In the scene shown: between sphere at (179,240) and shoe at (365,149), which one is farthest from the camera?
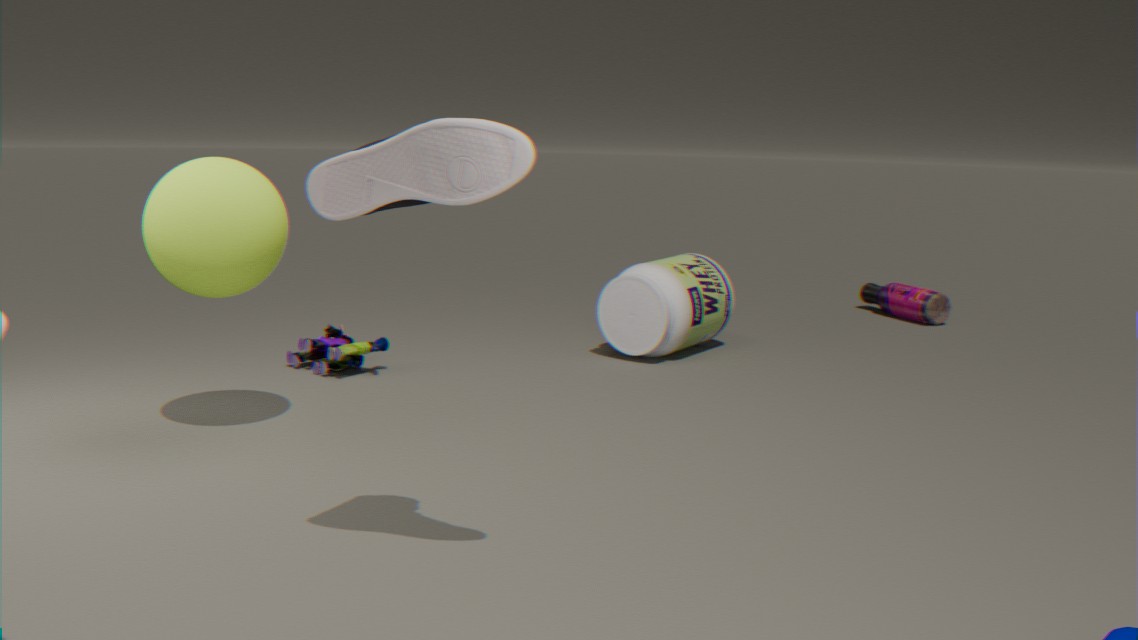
sphere at (179,240)
